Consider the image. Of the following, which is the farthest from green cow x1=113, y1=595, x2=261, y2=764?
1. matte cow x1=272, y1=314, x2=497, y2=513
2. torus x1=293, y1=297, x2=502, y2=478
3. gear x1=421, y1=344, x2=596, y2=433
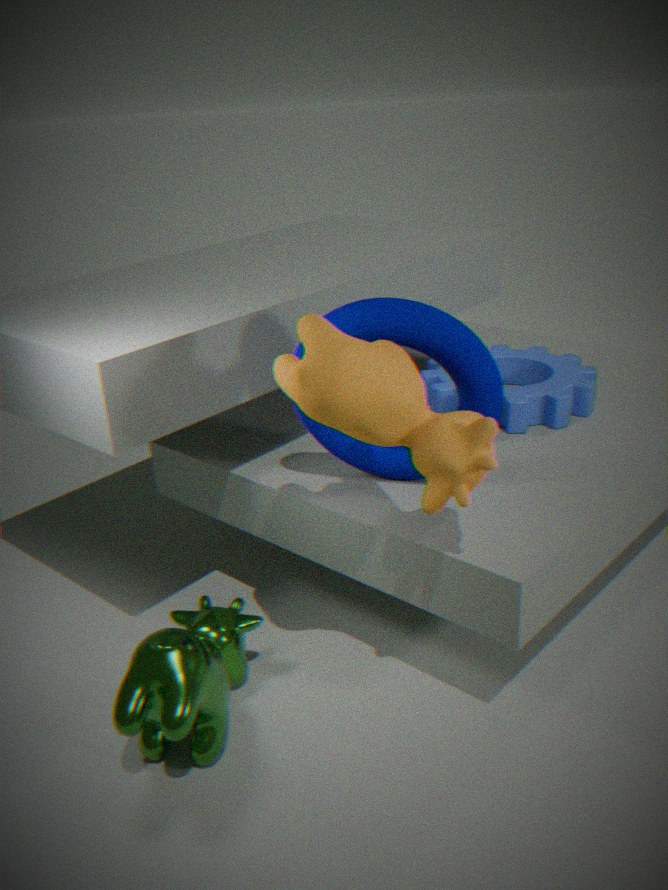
gear x1=421, y1=344, x2=596, y2=433
